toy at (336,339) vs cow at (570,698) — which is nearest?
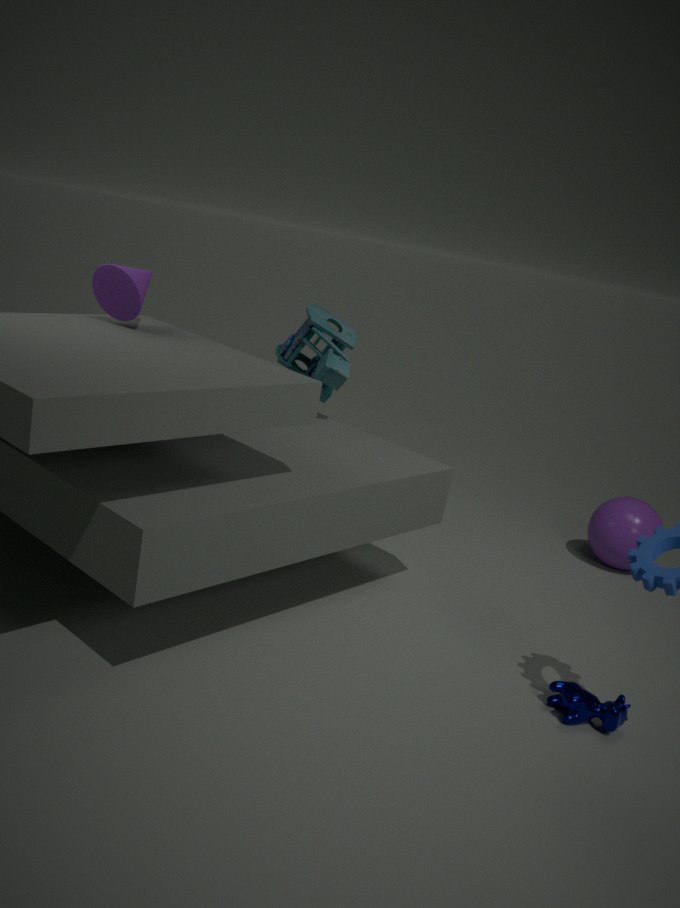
cow at (570,698)
